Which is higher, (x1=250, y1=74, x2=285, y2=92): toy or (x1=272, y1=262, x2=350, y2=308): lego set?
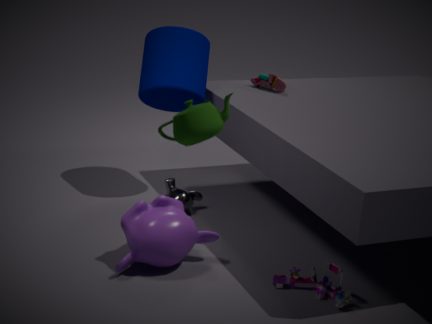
(x1=250, y1=74, x2=285, y2=92): toy
